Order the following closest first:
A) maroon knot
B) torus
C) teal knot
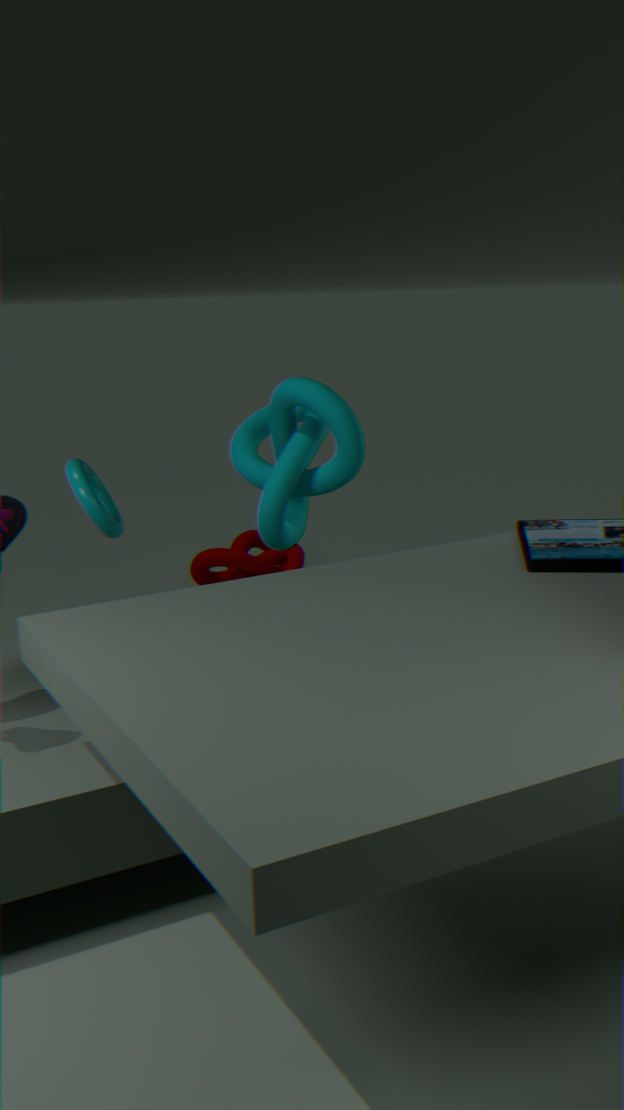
C. teal knot → B. torus → A. maroon knot
